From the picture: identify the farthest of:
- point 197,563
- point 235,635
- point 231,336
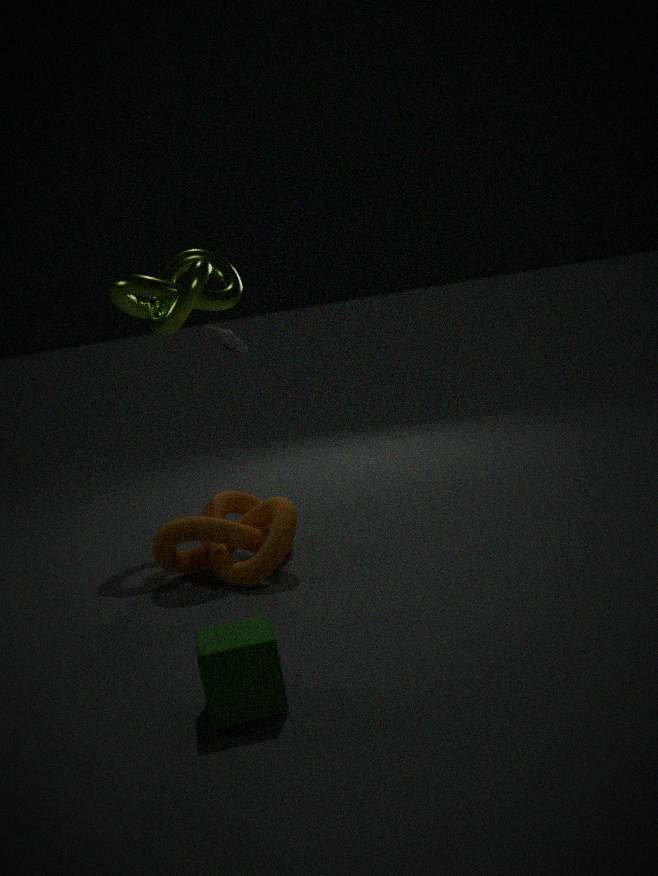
point 231,336
